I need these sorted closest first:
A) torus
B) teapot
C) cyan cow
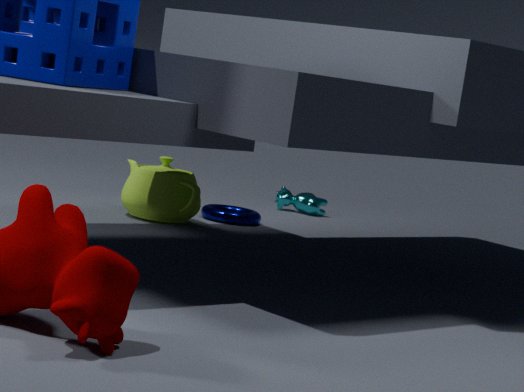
teapot → torus → cyan cow
